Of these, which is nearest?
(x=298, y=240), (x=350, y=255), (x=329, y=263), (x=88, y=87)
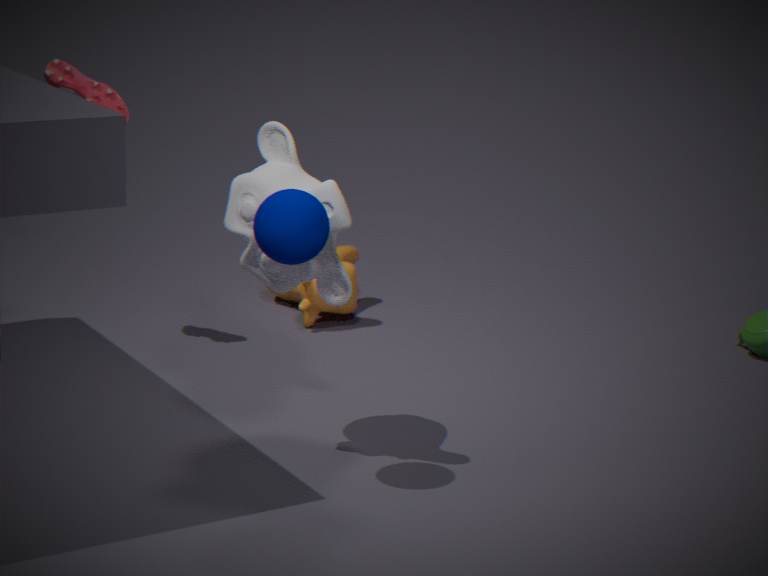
(x=298, y=240)
